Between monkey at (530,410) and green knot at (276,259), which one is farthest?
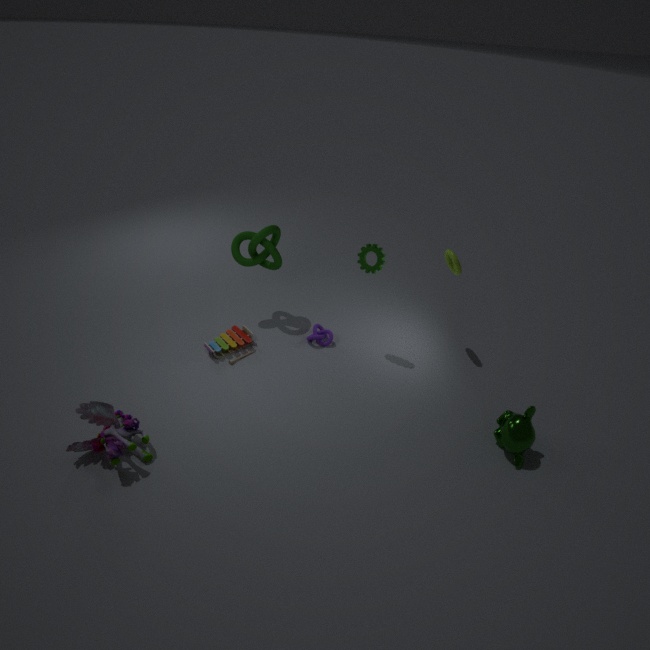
green knot at (276,259)
